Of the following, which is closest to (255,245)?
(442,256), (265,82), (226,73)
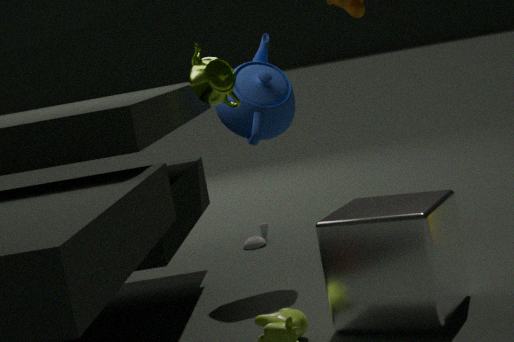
(265,82)
